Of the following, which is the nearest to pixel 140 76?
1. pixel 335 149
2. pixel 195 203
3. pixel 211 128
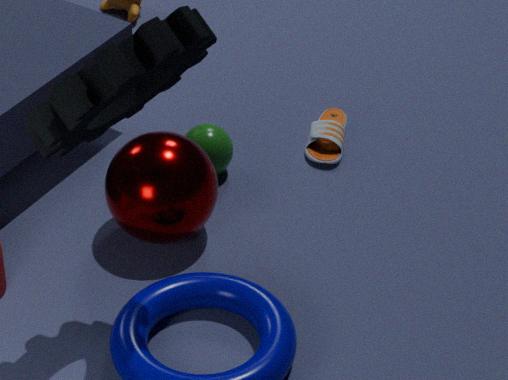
pixel 195 203
